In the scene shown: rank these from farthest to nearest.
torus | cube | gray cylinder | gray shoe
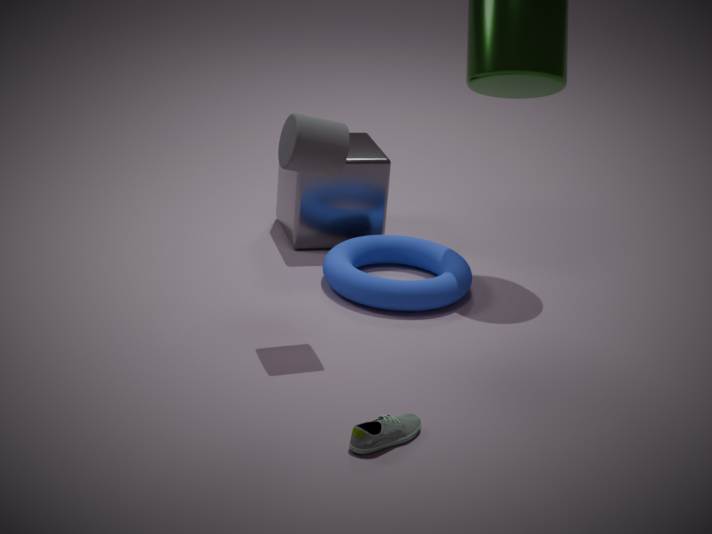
cube → torus → gray cylinder → gray shoe
